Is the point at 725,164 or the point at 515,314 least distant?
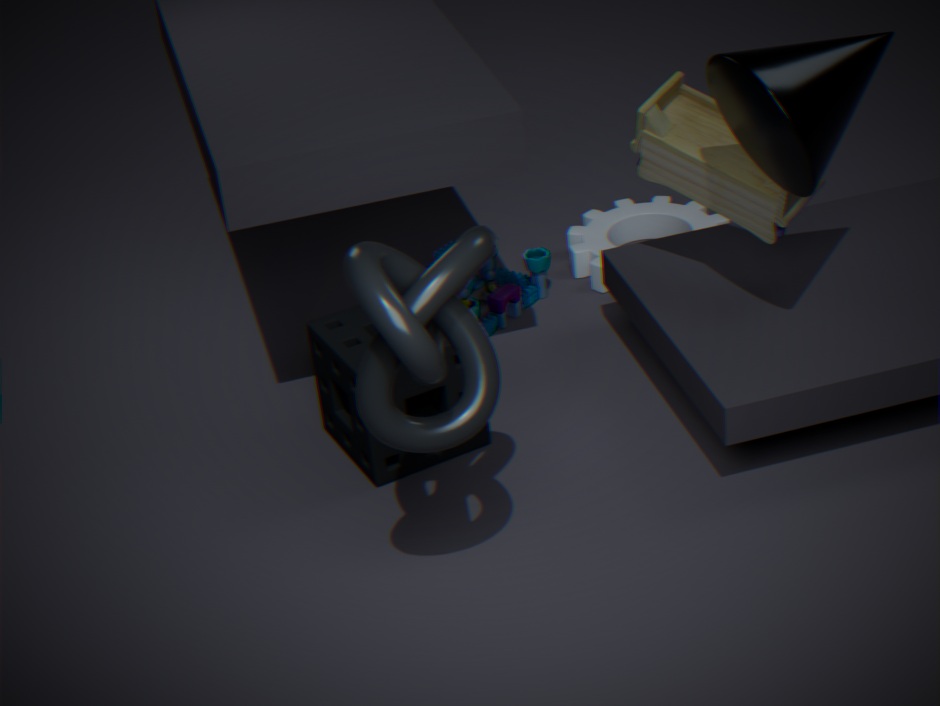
the point at 725,164
